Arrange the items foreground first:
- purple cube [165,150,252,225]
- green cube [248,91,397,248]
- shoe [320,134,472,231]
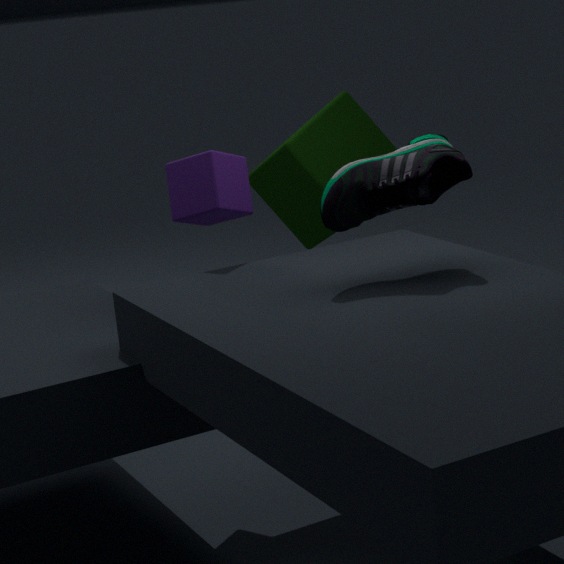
1. shoe [320,134,472,231]
2. purple cube [165,150,252,225]
3. green cube [248,91,397,248]
